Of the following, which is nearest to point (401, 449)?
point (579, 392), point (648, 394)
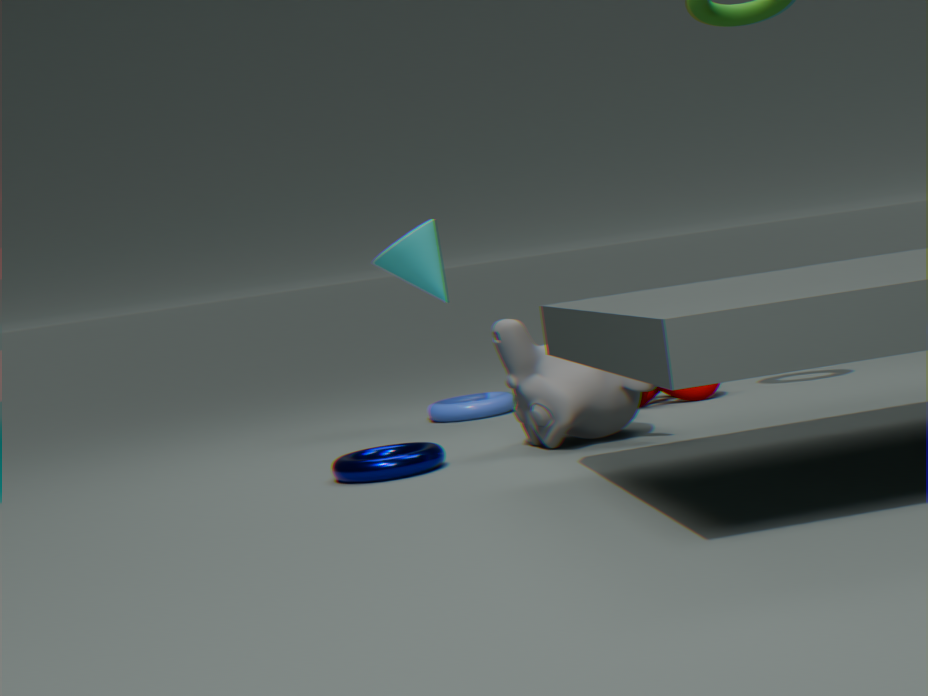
point (579, 392)
